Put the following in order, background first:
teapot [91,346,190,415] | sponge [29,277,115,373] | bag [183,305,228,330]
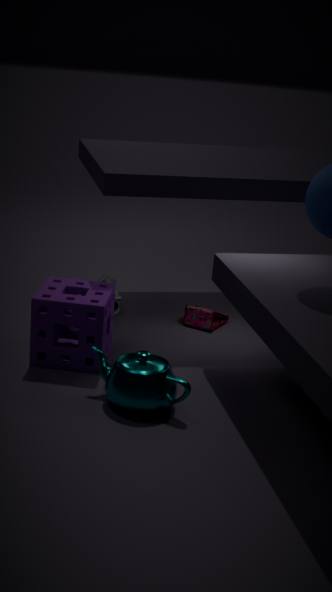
bag [183,305,228,330]
sponge [29,277,115,373]
teapot [91,346,190,415]
